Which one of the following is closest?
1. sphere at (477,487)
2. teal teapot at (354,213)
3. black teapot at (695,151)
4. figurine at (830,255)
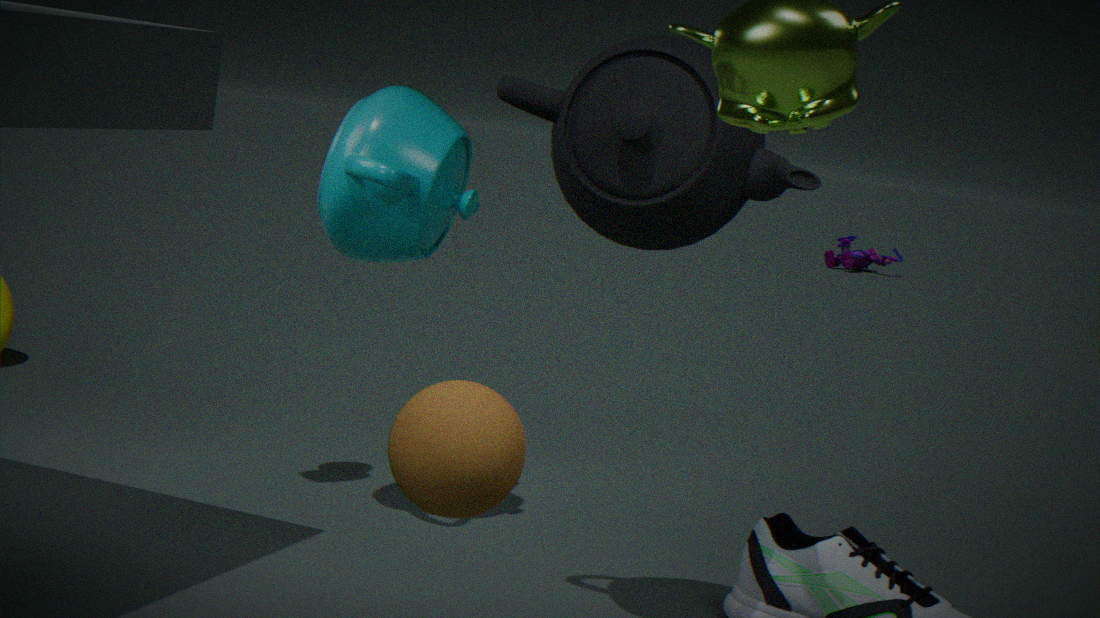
sphere at (477,487)
